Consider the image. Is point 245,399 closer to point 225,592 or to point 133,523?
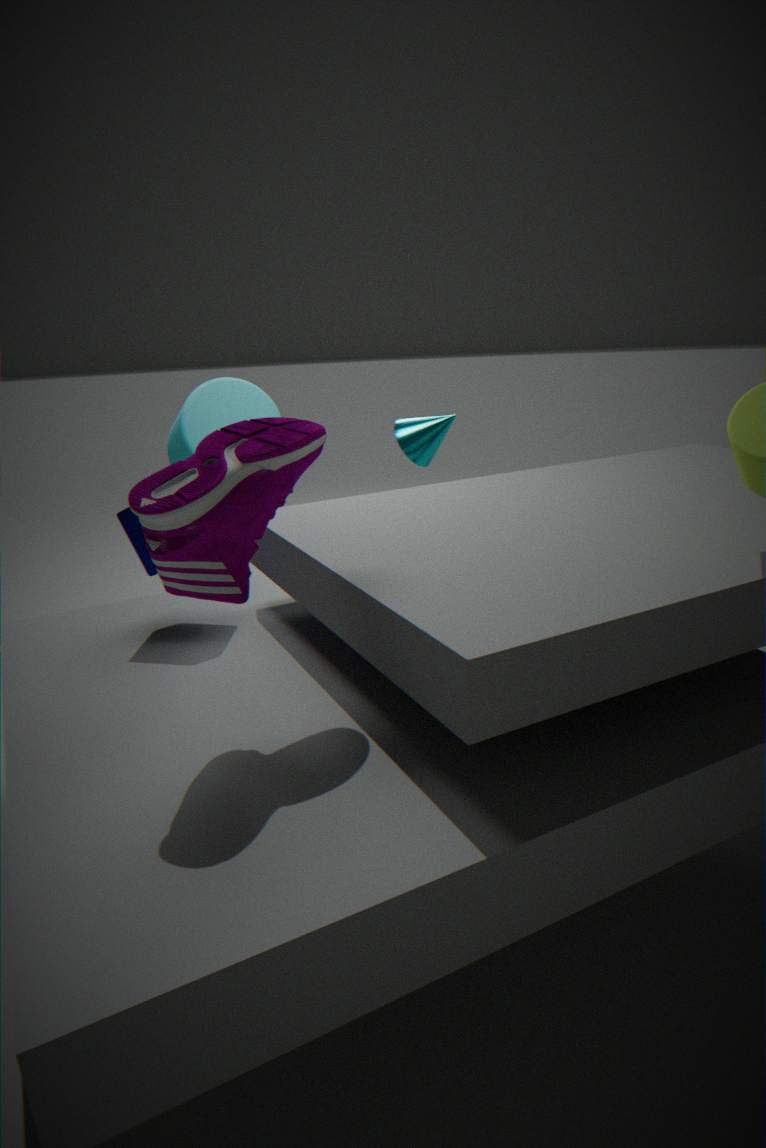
point 133,523
